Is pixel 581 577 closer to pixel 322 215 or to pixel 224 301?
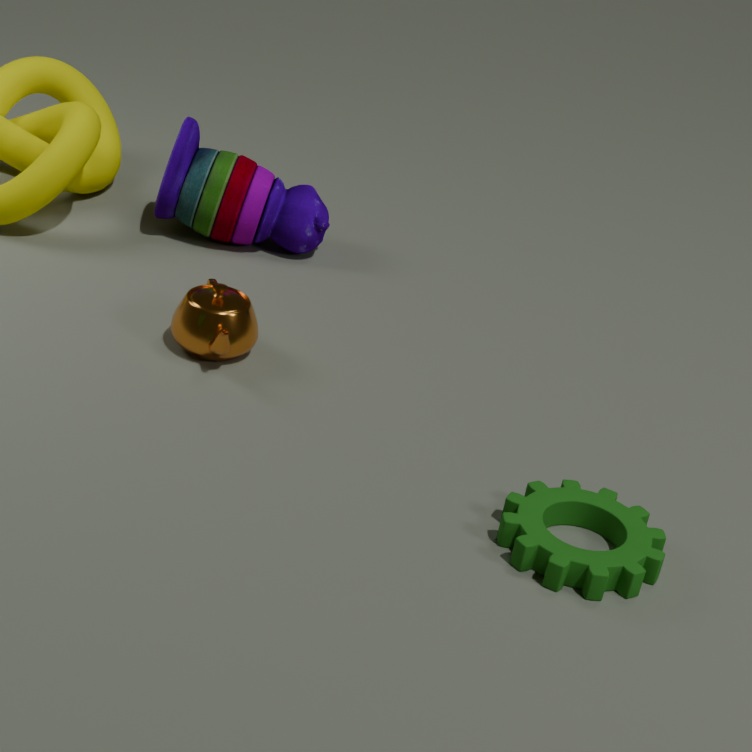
pixel 224 301
